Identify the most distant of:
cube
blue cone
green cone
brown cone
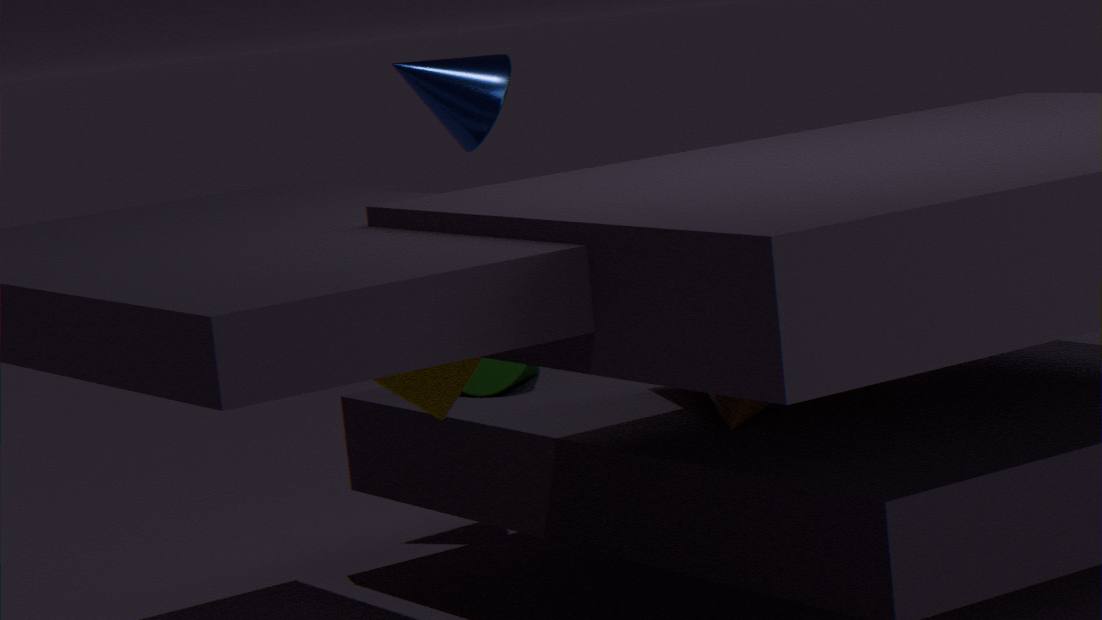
blue cone
